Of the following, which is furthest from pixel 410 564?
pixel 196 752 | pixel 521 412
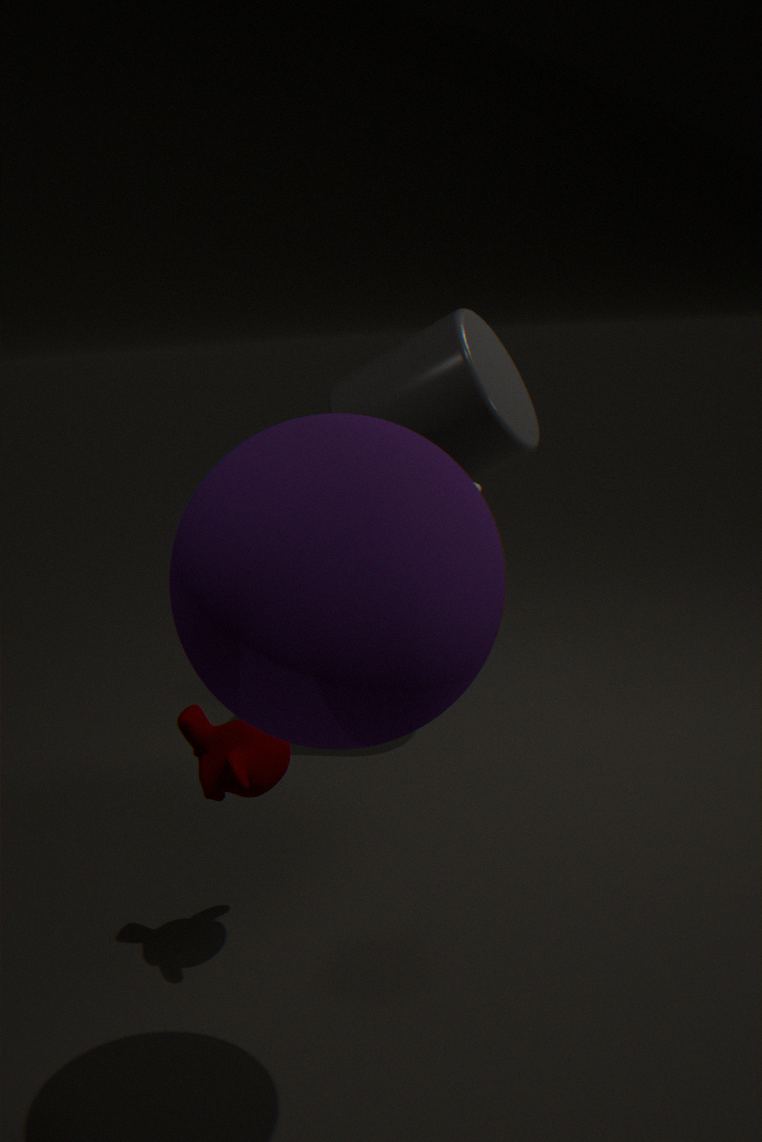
pixel 521 412
